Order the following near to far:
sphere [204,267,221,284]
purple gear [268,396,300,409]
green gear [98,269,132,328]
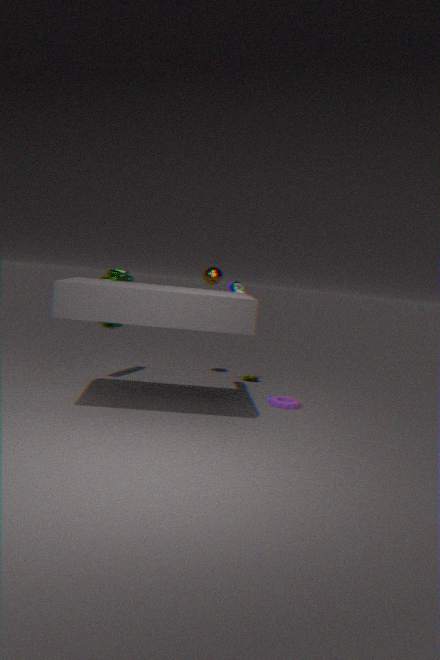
purple gear [268,396,300,409] < green gear [98,269,132,328] < sphere [204,267,221,284]
